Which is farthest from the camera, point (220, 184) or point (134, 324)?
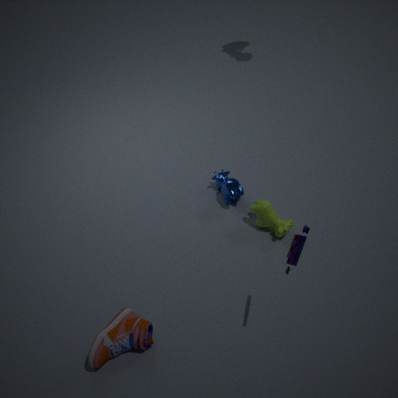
point (220, 184)
